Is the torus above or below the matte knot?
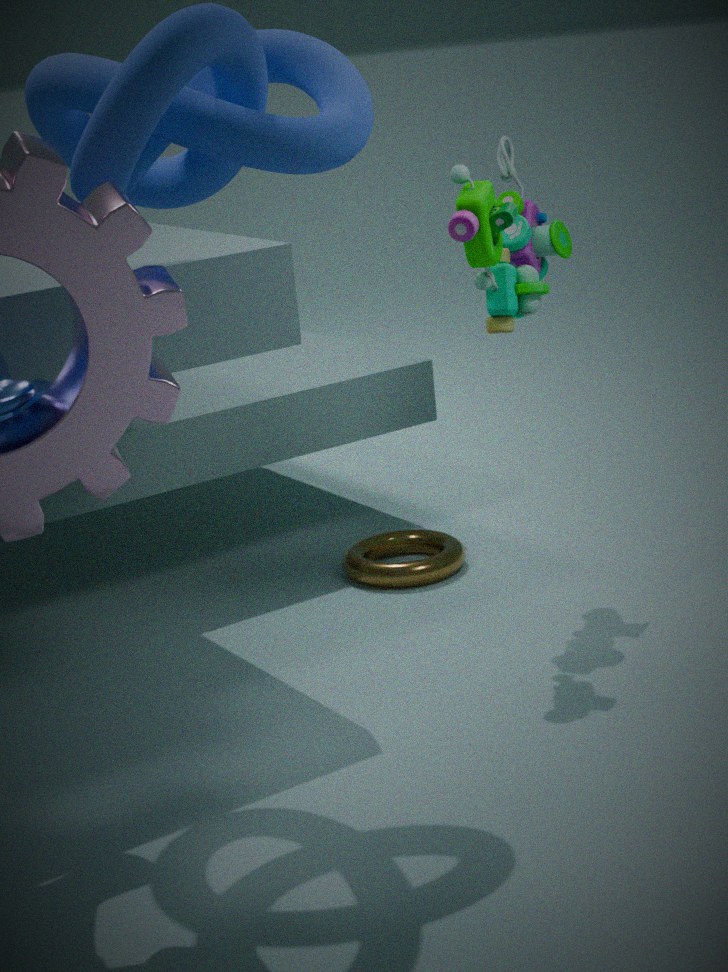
below
